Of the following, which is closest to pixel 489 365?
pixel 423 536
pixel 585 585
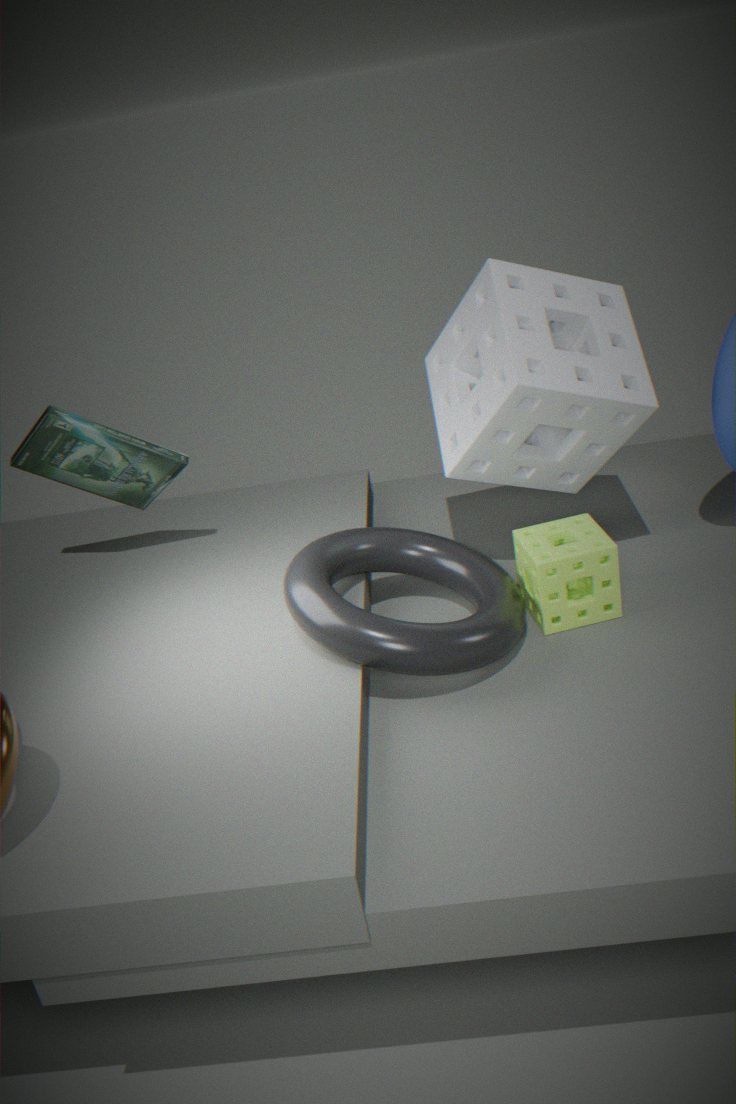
pixel 585 585
